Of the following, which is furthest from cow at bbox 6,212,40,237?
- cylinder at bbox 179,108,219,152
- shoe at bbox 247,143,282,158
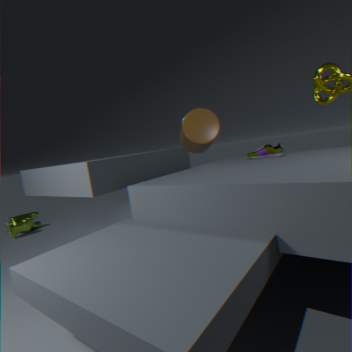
shoe at bbox 247,143,282,158
